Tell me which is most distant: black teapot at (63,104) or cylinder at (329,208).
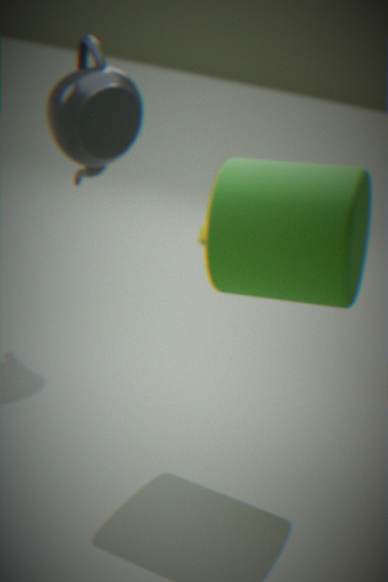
black teapot at (63,104)
